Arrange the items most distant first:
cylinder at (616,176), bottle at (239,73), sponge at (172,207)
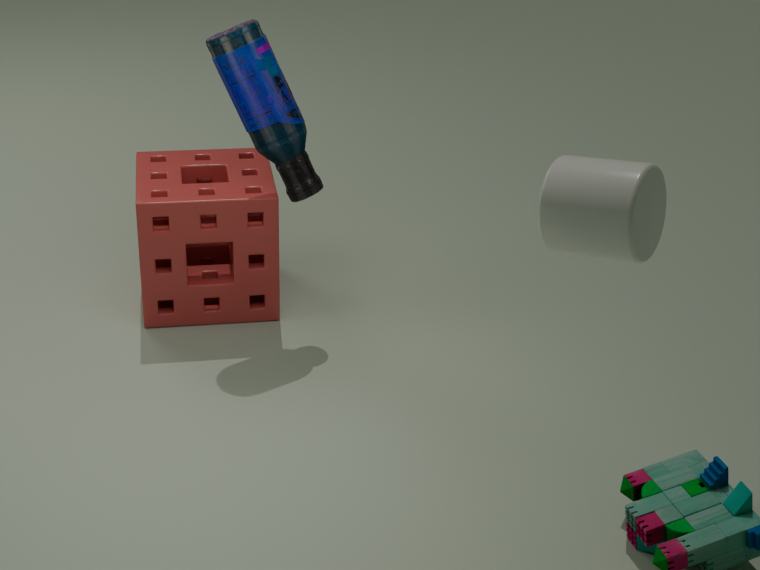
sponge at (172,207), bottle at (239,73), cylinder at (616,176)
